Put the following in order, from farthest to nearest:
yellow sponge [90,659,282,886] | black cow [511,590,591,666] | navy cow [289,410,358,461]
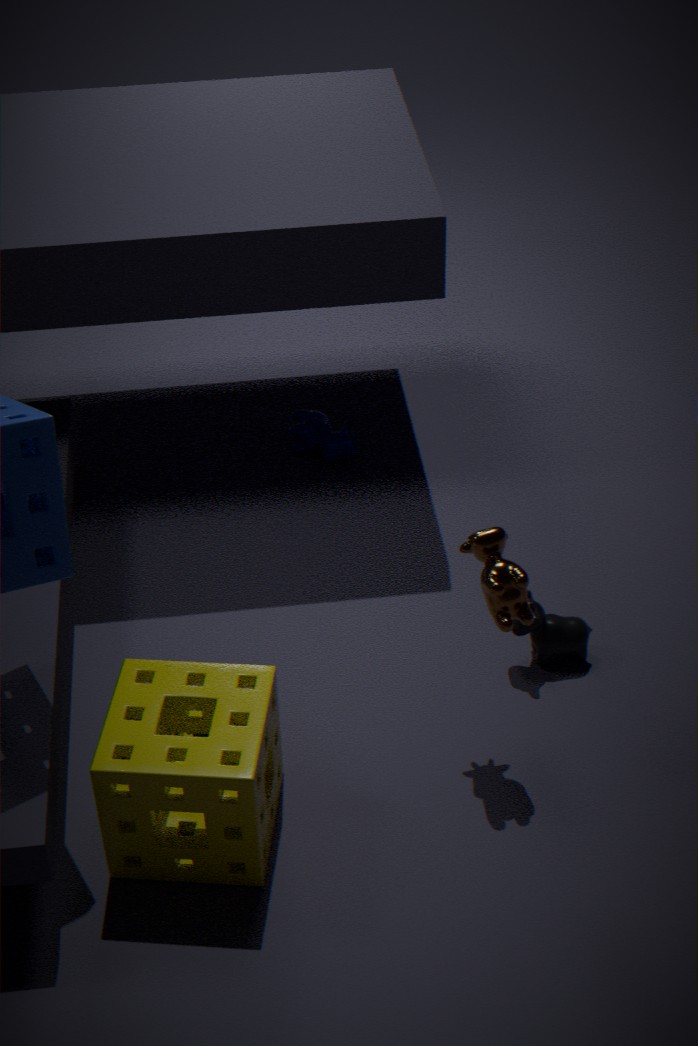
navy cow [289,410,358,461]
black cow [511,590,591,666]
yellow sponge [90,659,282,886]
